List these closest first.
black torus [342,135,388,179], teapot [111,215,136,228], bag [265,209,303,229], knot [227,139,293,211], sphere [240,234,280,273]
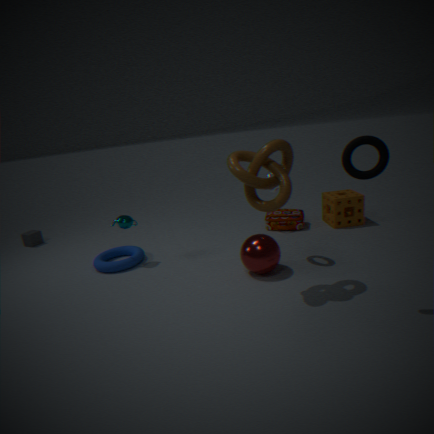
1. black torus [342,135,388,179]
2. knot [227,139,293,211]
3. sphere [240,234,280,273]
4. teapot [111,215,136,228]
5. bag [265,209,303,229]
